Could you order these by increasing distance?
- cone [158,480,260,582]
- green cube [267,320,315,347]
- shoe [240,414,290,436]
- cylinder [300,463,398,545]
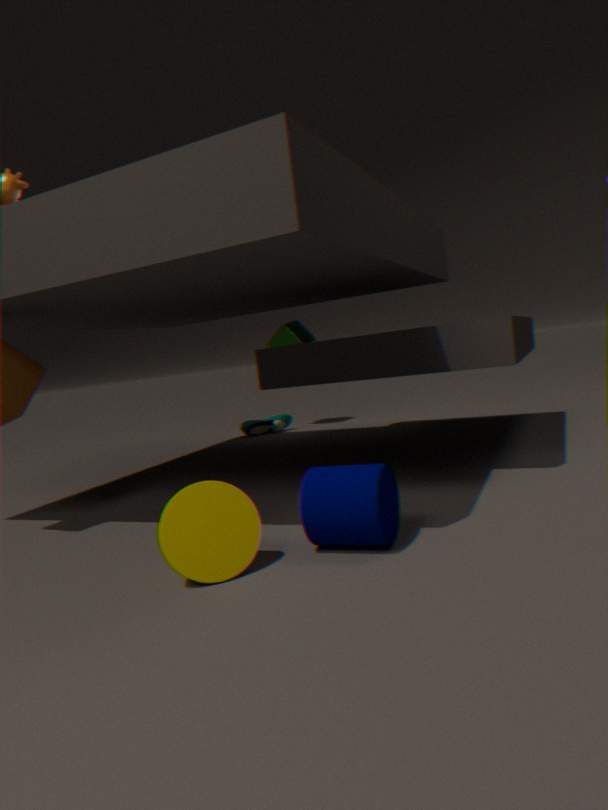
cone [158,480,260,582] < cylinder [300,463,398,545] < shoe [240,414,290,436] < green cube [267,320,315,347]
